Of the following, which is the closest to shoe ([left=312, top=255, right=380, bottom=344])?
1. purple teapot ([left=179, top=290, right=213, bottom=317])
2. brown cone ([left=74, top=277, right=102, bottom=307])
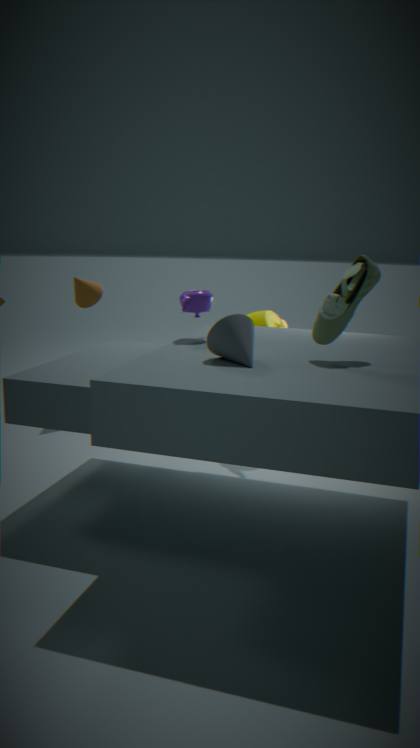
purple teapot ([left=179, top=290, right=213, bottom=317])
